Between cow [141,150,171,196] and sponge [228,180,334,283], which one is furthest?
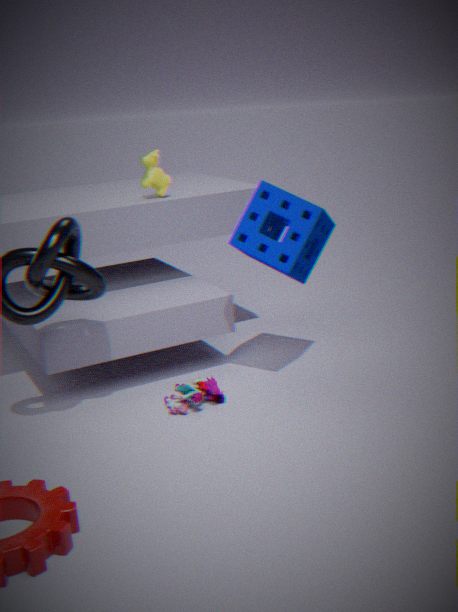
cow [141,150,171,196]
